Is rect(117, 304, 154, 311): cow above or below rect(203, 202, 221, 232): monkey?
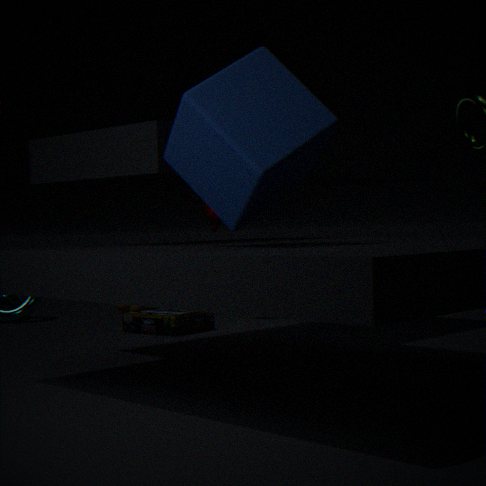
below
